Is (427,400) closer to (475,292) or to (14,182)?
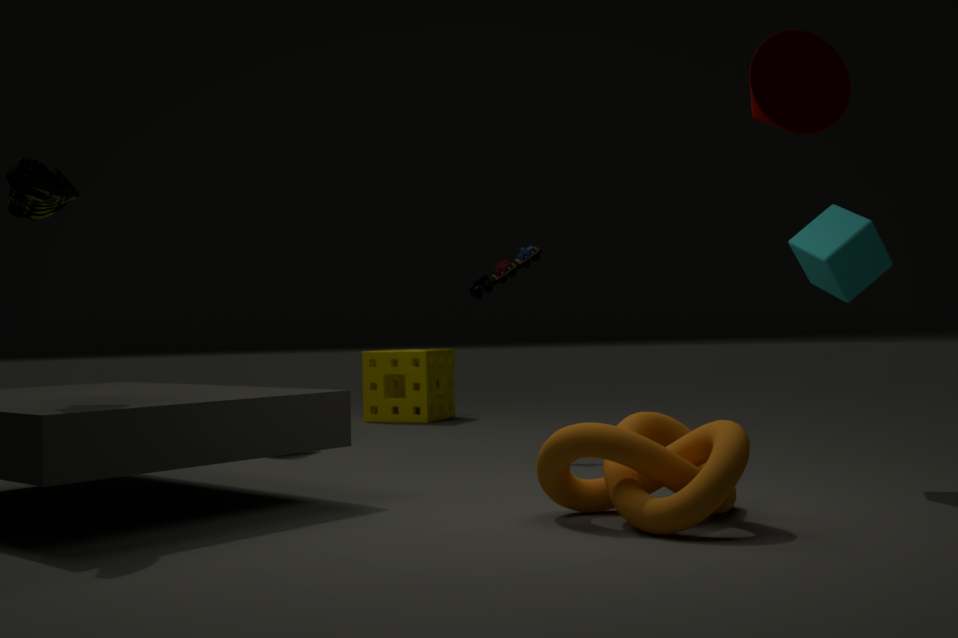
(475,292)
